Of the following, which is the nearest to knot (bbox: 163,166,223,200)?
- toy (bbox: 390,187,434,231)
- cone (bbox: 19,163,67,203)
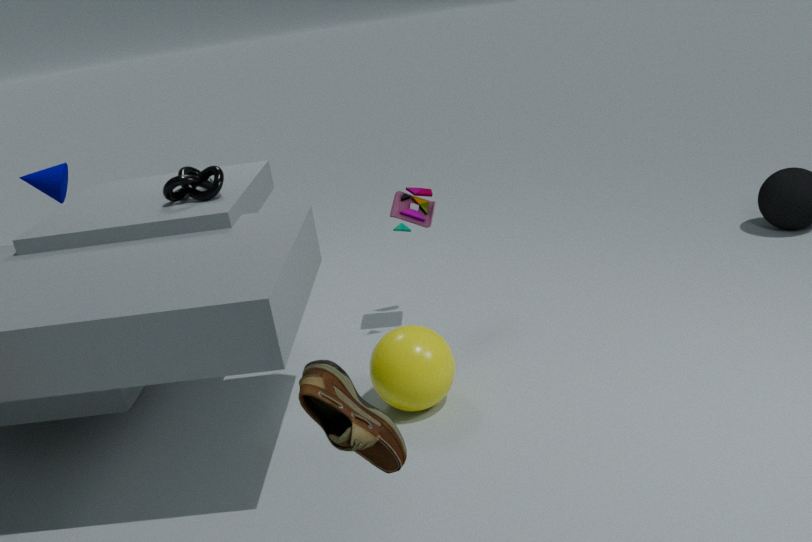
toy (bbox: 390,187,434,231)
